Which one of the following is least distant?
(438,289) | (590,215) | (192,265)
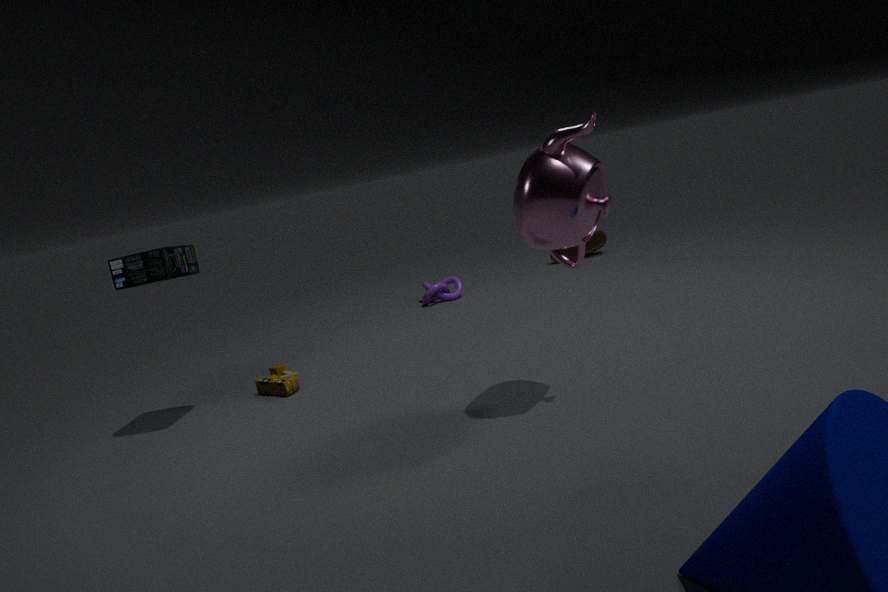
(590,215)
